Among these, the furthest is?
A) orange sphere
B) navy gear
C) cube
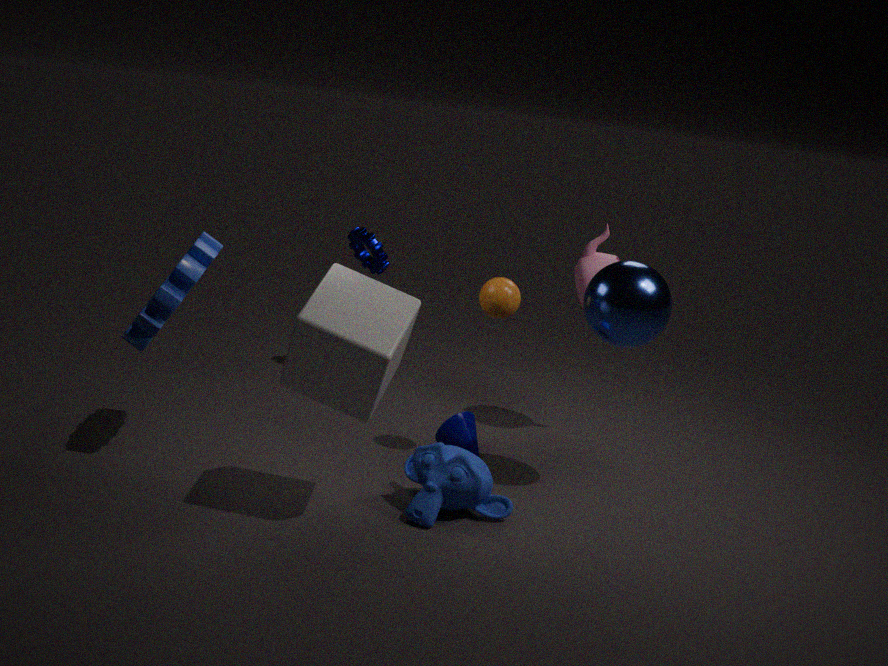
navy gear
